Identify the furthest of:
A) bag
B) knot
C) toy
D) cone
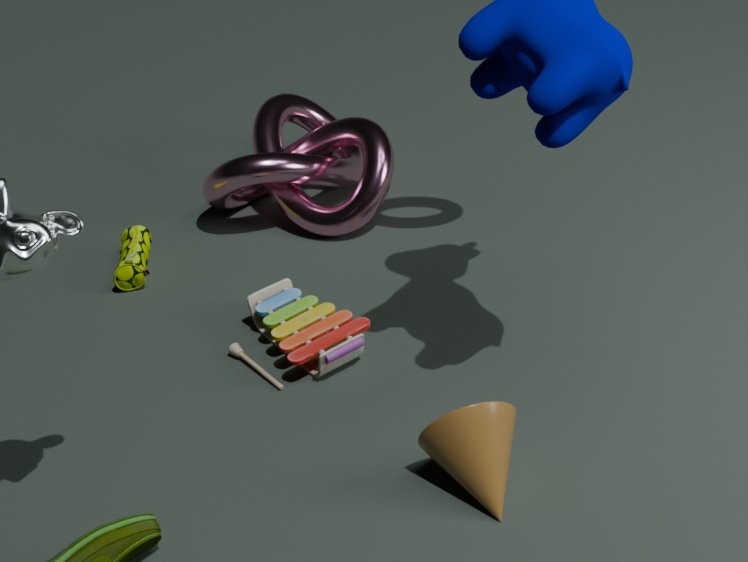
knot
